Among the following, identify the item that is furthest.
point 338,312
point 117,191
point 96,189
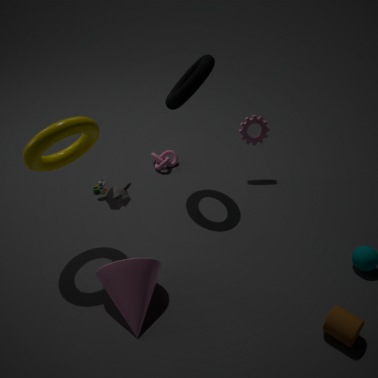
point 96,189
